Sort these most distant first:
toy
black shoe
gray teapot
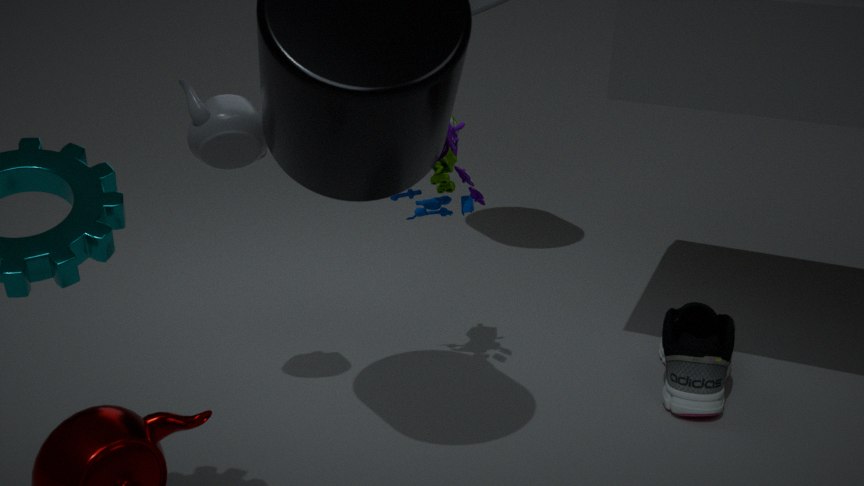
black shoe → toy → gray teapot
